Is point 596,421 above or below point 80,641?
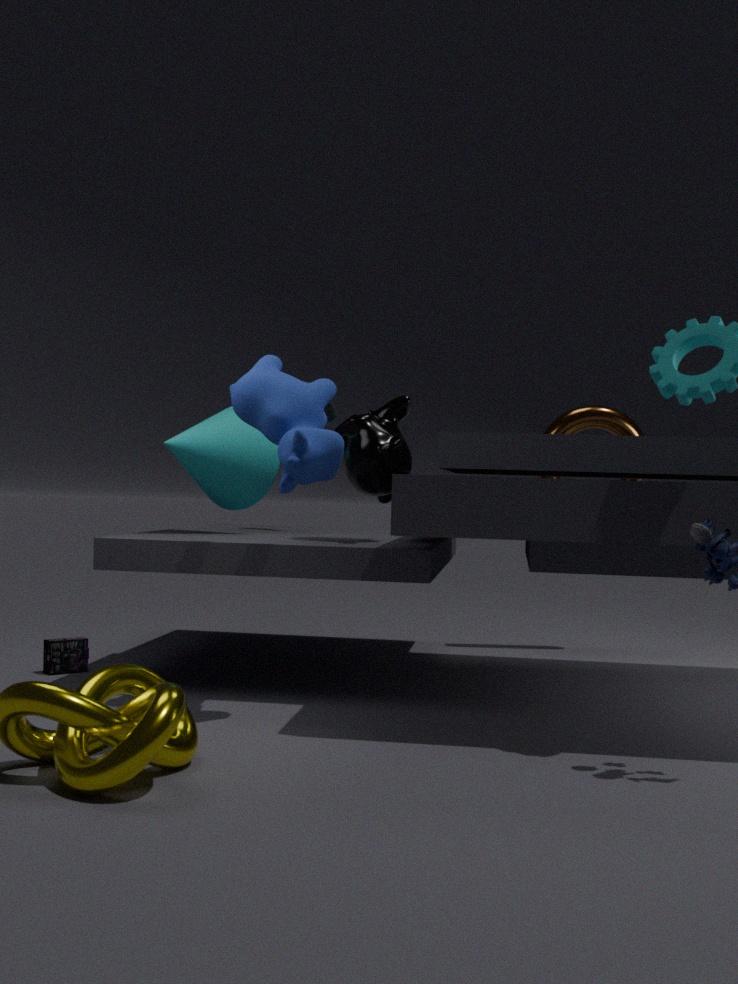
above
